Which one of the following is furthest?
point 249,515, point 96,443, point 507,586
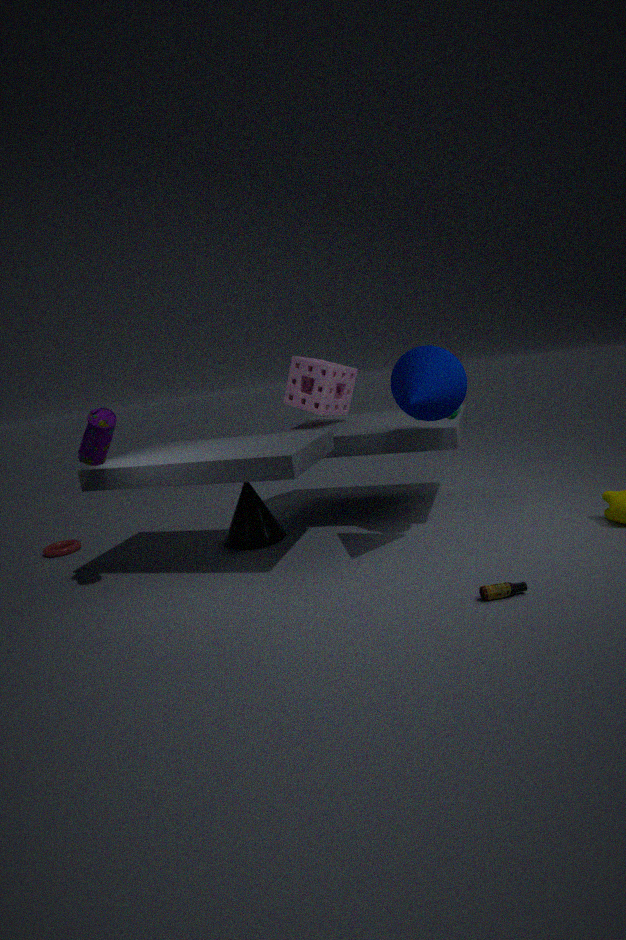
point 249,515
